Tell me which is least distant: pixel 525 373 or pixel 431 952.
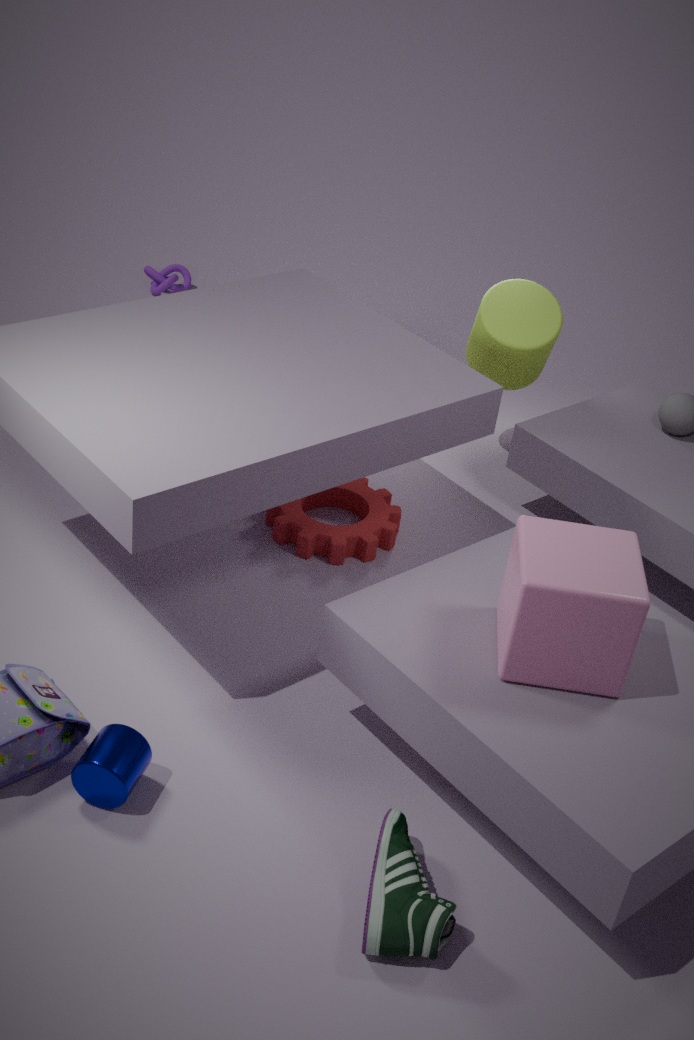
pixel 431 952
